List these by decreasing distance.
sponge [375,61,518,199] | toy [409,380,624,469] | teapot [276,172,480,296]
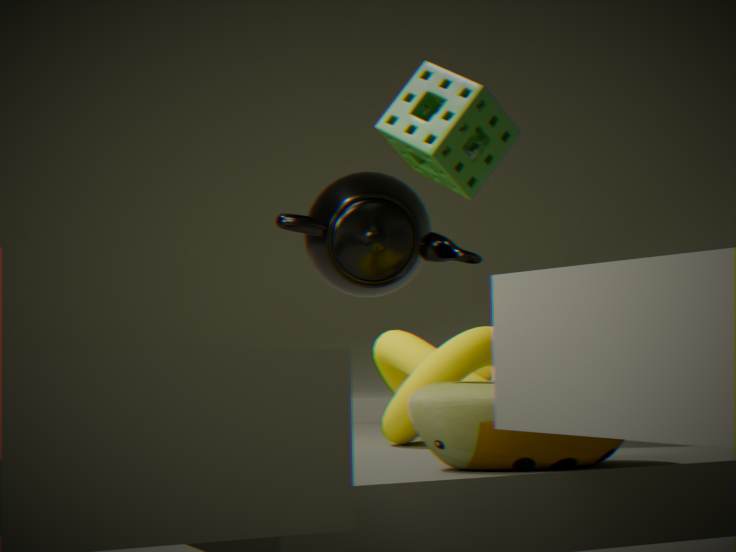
teapot [276,172,480,296] < sponge [375,61,518,199] < toy [409,380,624,469]
